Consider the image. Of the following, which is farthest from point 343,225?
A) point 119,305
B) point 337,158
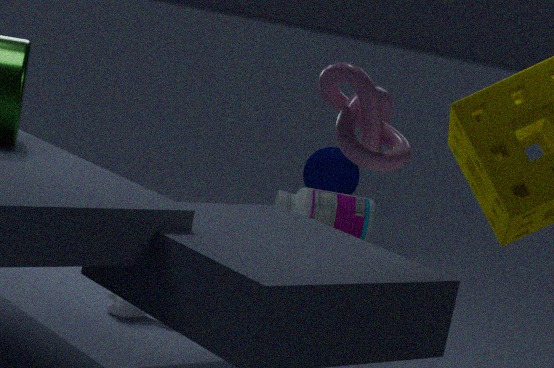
point 119,305
